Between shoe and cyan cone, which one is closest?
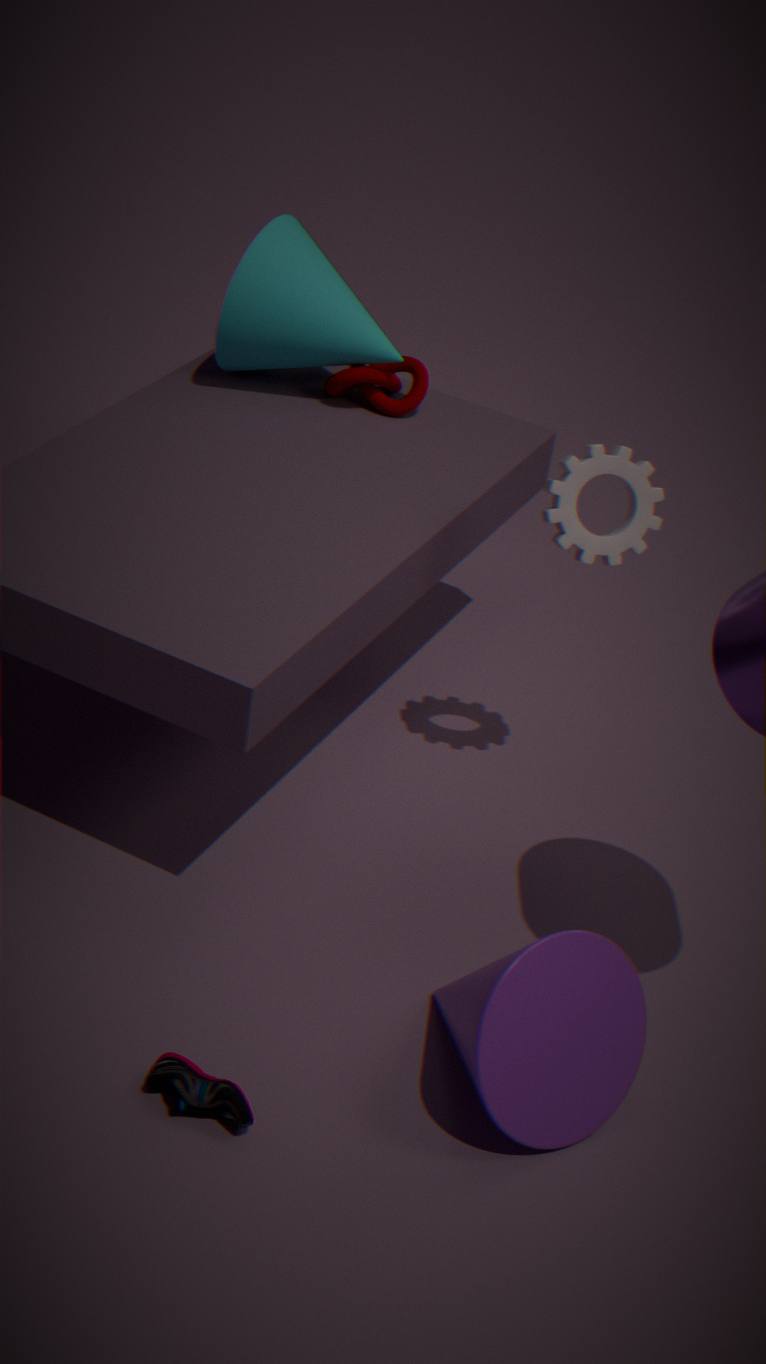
shoe
